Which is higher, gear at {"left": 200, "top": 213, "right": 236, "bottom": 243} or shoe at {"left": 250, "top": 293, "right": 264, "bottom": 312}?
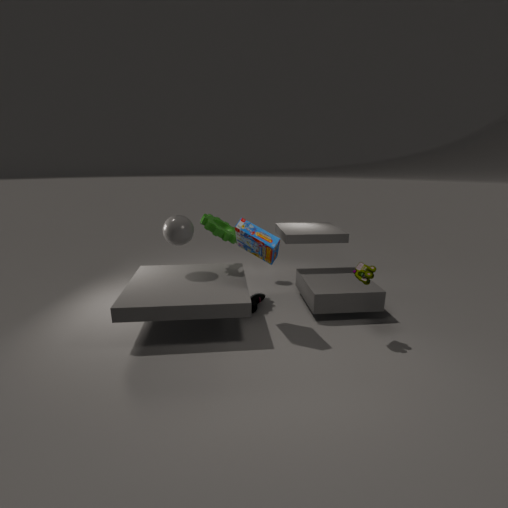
gear at {"left": 200, "top": 213, "right": 236, "bottom": 243}
